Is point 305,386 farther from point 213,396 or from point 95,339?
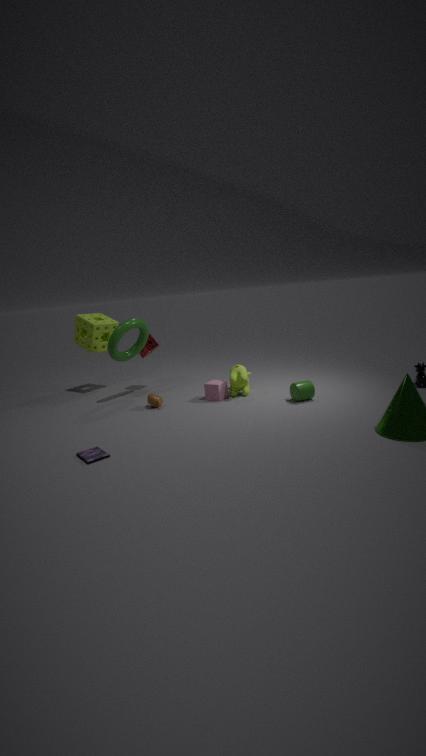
point 95,339
